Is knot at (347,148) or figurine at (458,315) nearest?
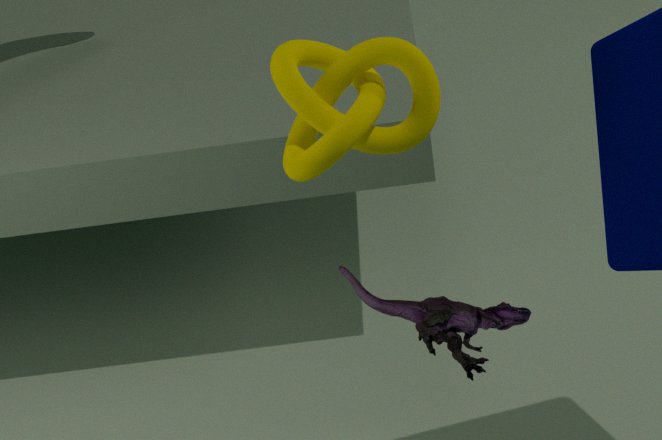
knot at (347,148)
